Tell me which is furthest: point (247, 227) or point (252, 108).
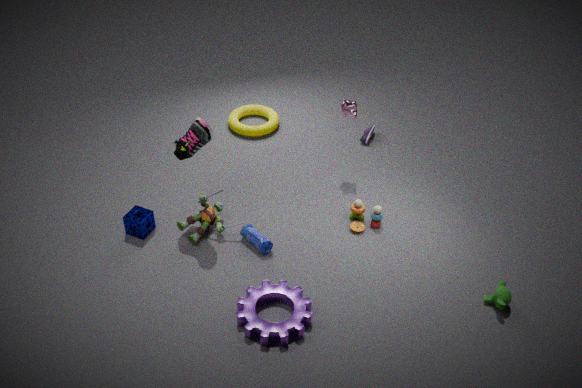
point (252, 108)
